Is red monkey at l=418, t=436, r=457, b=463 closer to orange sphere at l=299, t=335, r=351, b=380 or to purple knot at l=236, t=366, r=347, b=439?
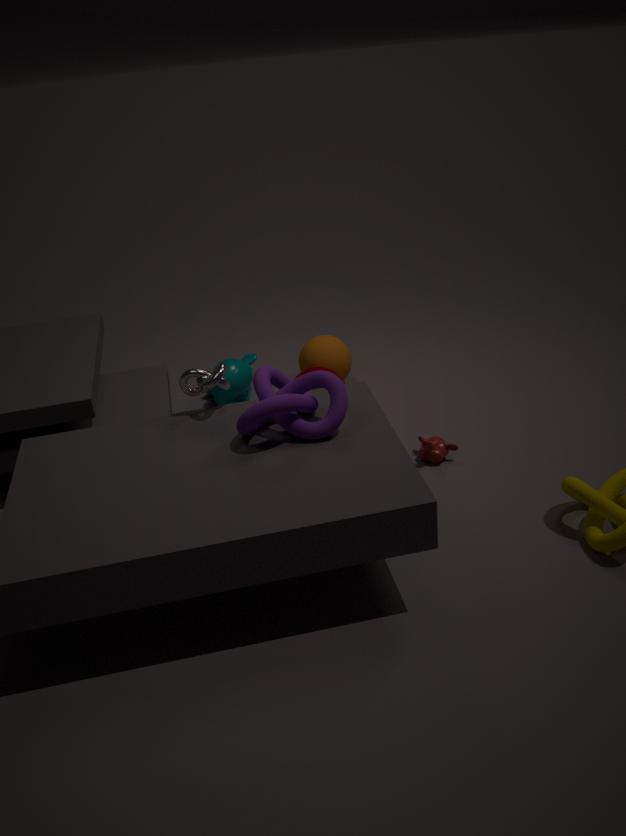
purple knot at l=236, t=366, r=347, b=439
